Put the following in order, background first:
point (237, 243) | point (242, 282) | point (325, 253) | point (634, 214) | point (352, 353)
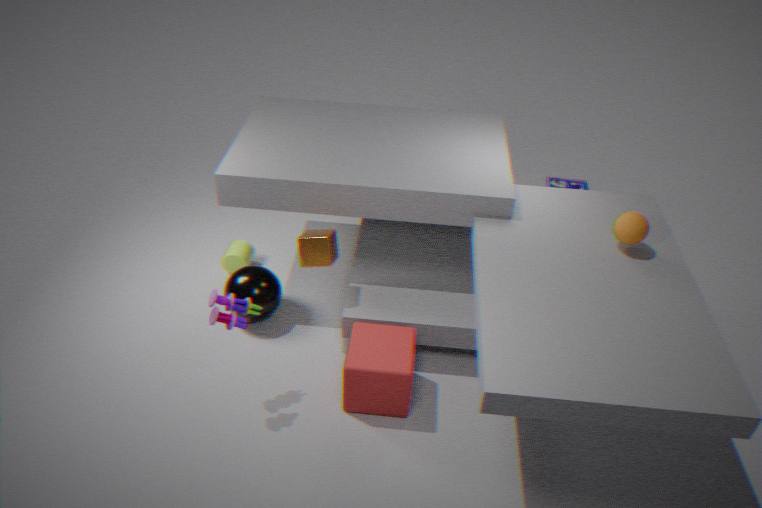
point (237, 243), point (242, 282), point (325, 253), point (352, 353), point (634, 214)
